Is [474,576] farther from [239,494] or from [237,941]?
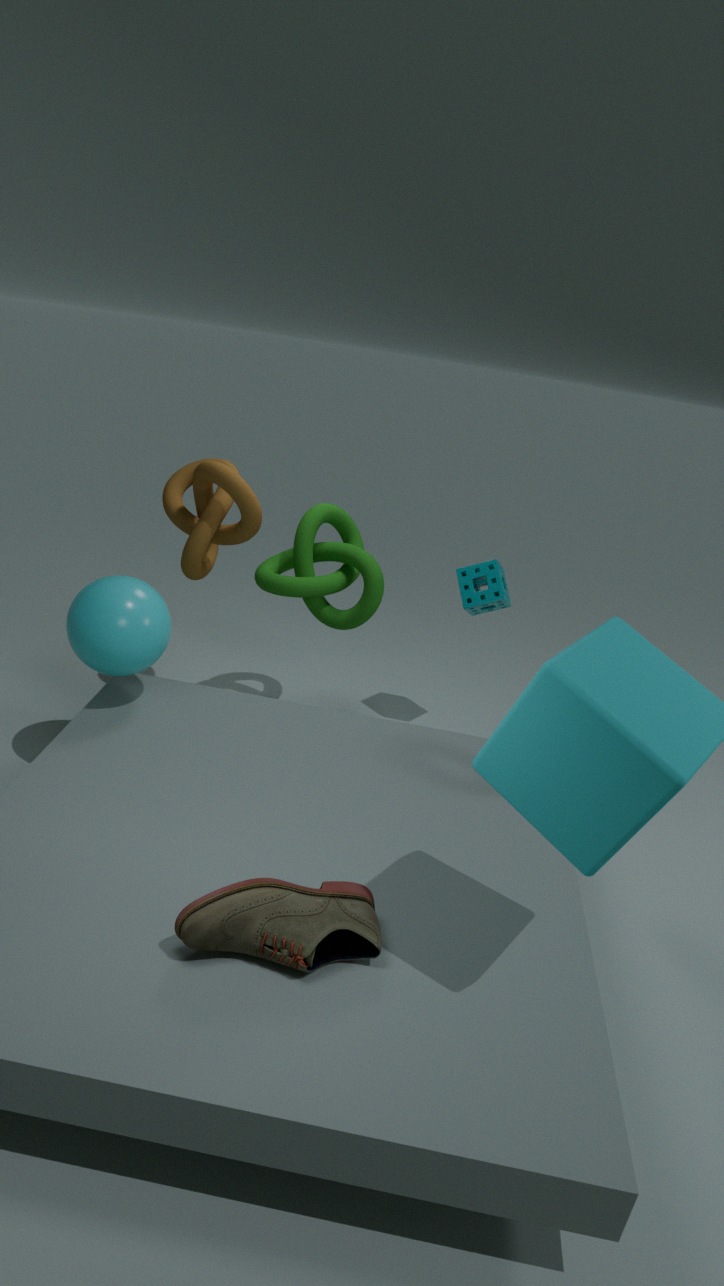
[237,941]
